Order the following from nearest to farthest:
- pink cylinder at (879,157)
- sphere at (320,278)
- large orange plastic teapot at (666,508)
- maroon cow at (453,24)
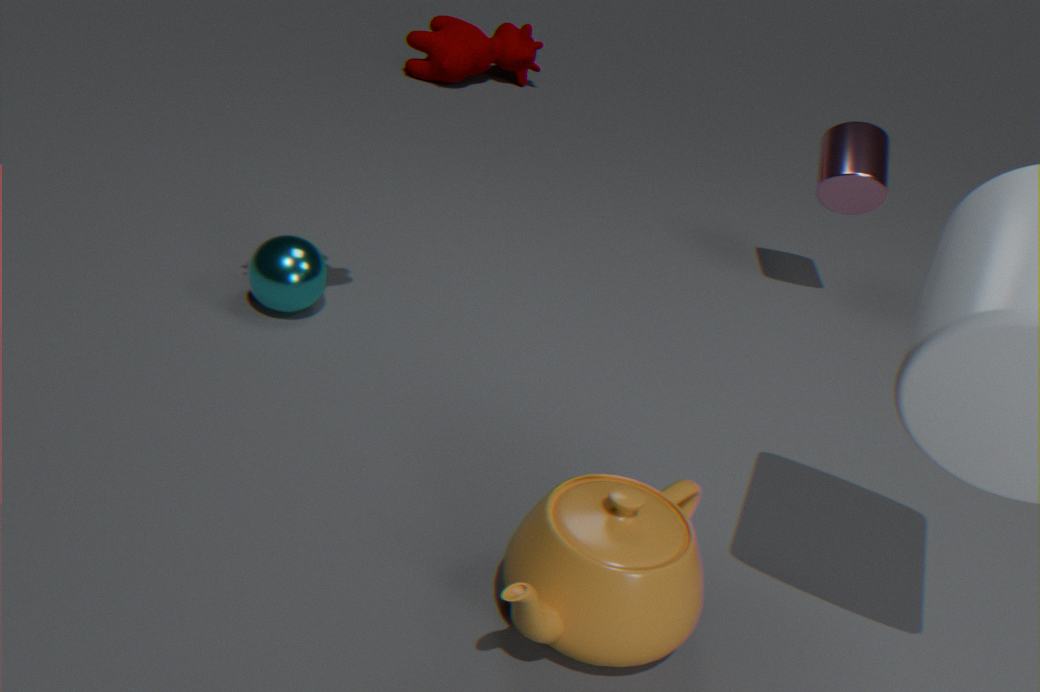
1. large orange plastic teapot at (666,508)
2. sphere at (320,278)
3. pink cylinder at (879,157)
4. maroon cow at (453,24)
